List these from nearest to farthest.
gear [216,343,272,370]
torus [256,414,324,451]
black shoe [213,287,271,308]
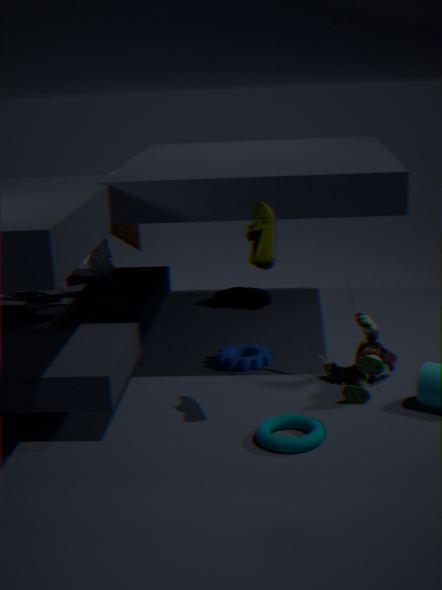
torus [256,414,324,451] < gear [216,343,272,370] < black shoe [213,287,271,308]
